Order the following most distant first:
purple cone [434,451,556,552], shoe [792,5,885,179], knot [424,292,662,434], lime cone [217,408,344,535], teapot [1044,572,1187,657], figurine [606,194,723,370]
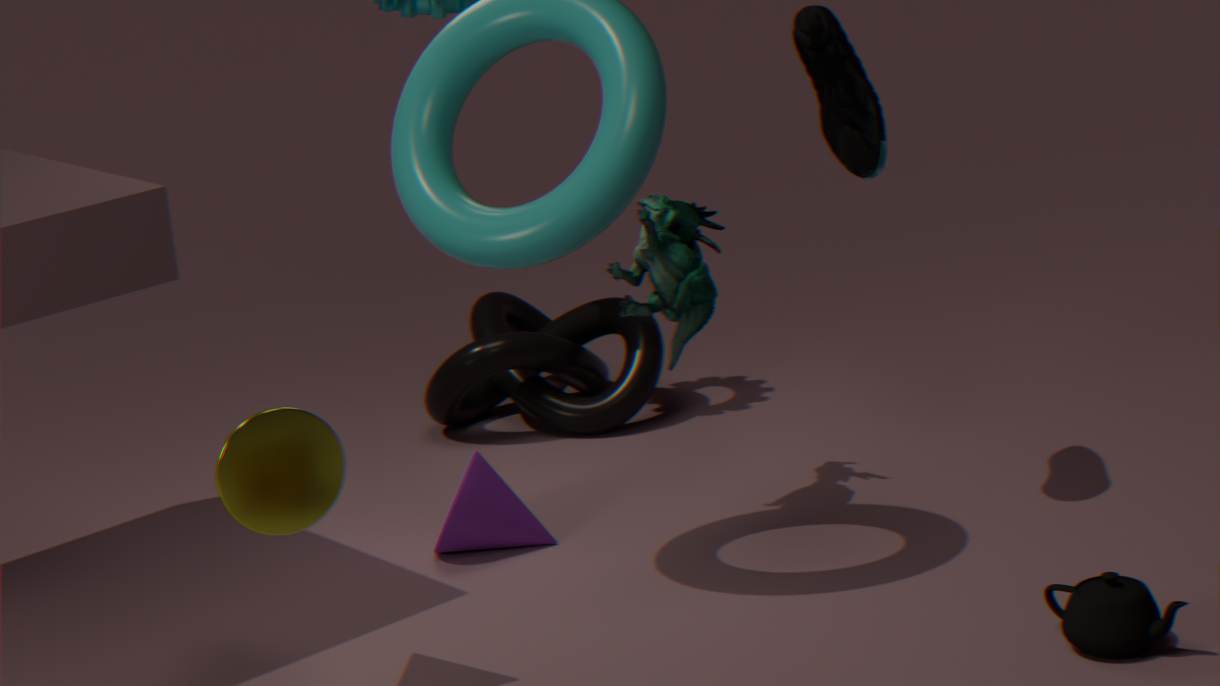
knot [424,292,662,434], purple cone [434,451,556,552], figurine [606,194,723,370], shoe [792,5,885,179], teapot [1044,572,1187,657], lime cone [217,408,344,535]
